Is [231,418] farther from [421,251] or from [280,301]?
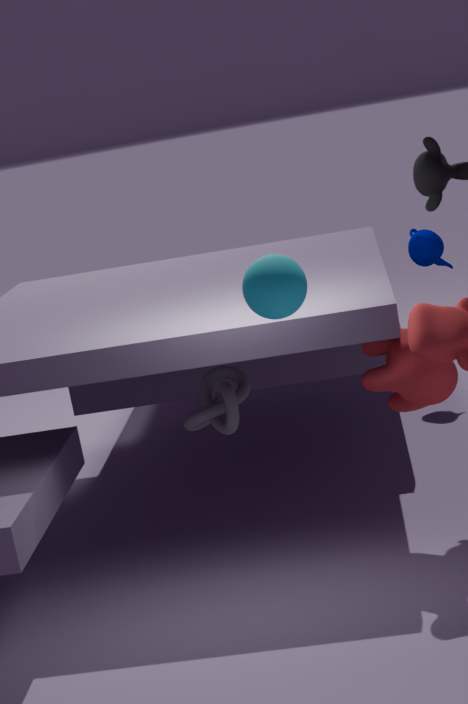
[421,251]
